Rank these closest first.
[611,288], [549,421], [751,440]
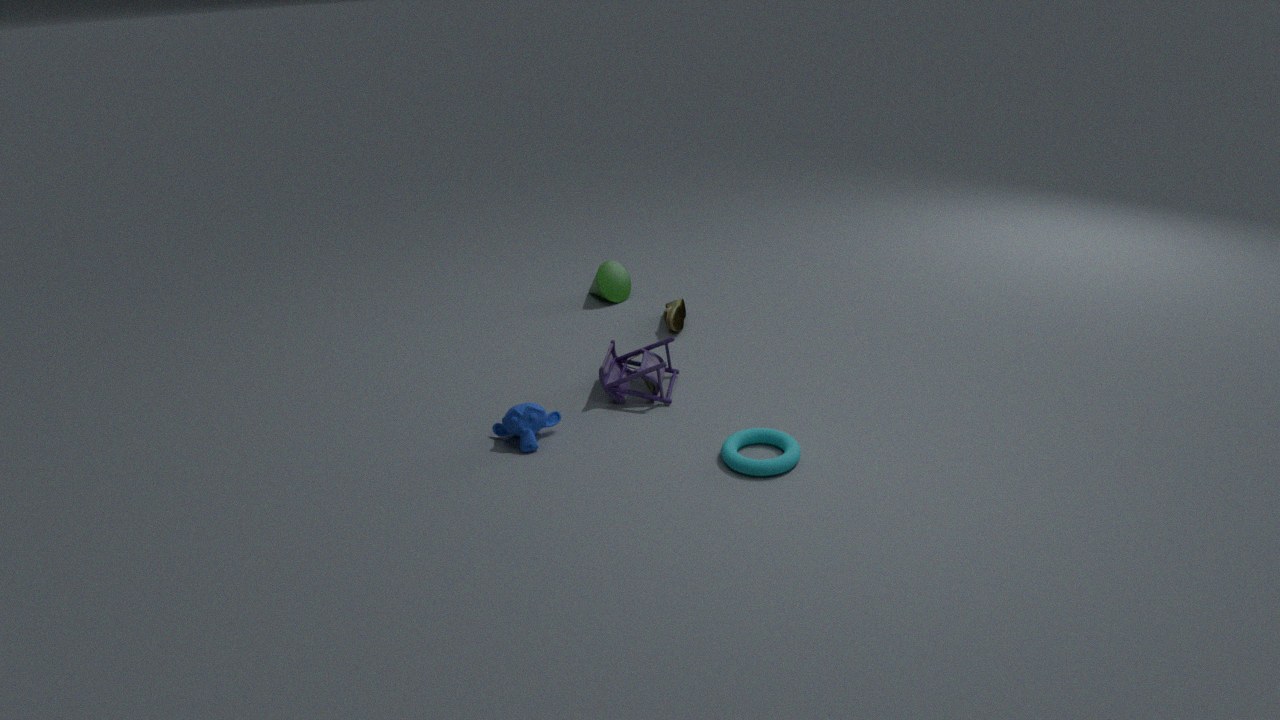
[751,440]
[549,421]
[611,288]
